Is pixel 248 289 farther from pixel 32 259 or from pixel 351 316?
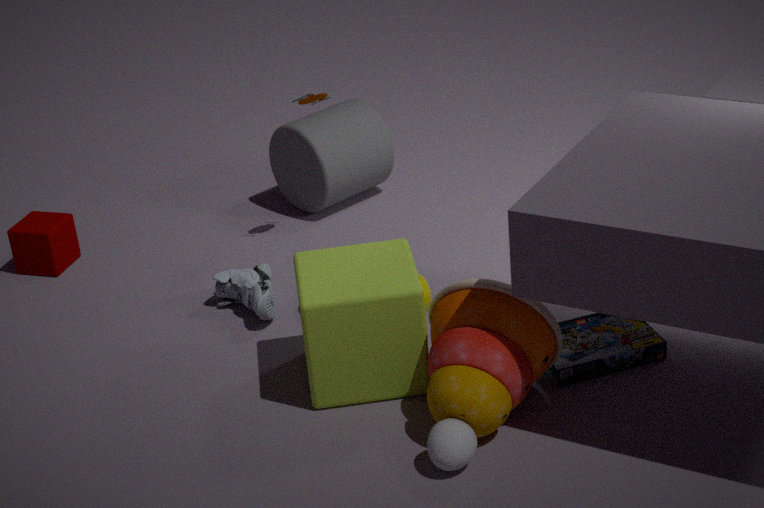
pixel 32 259
